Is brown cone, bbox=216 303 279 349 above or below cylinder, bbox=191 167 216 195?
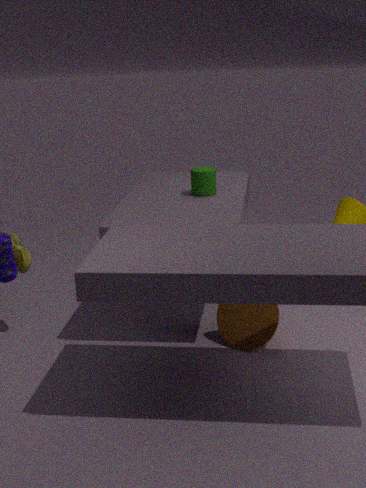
below
